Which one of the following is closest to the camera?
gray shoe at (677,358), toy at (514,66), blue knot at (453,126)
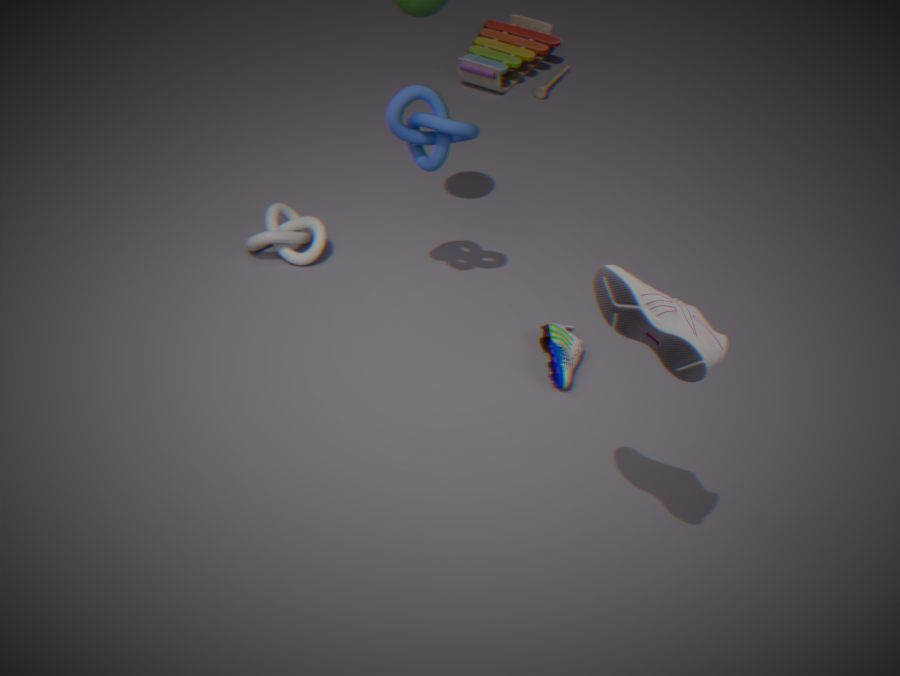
gray shoe at (677,358)
